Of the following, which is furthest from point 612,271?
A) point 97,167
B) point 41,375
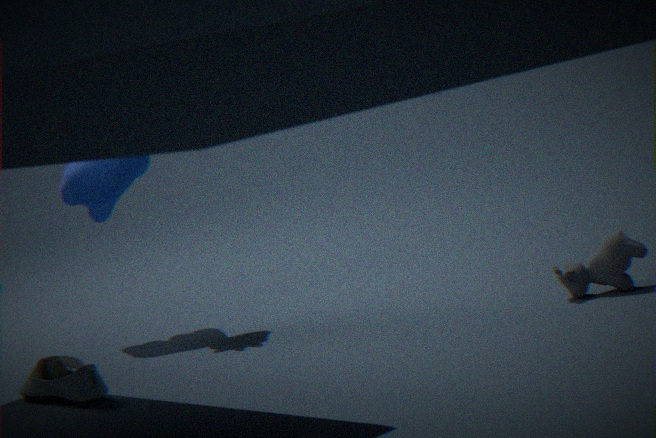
point 97,167
